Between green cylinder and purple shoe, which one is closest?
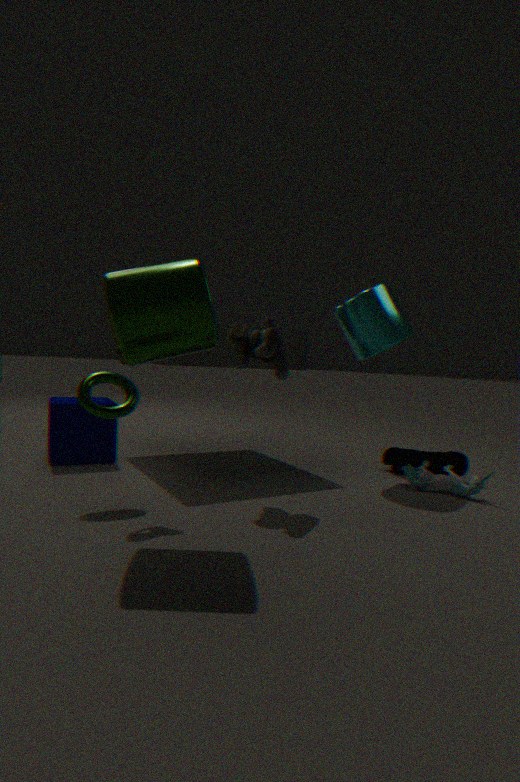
green cylinder
